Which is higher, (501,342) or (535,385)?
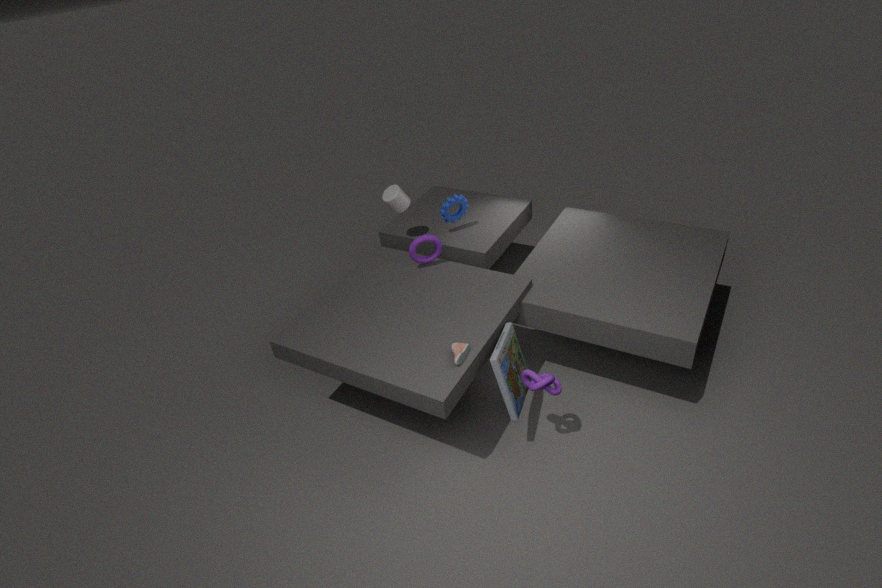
(535,385)
